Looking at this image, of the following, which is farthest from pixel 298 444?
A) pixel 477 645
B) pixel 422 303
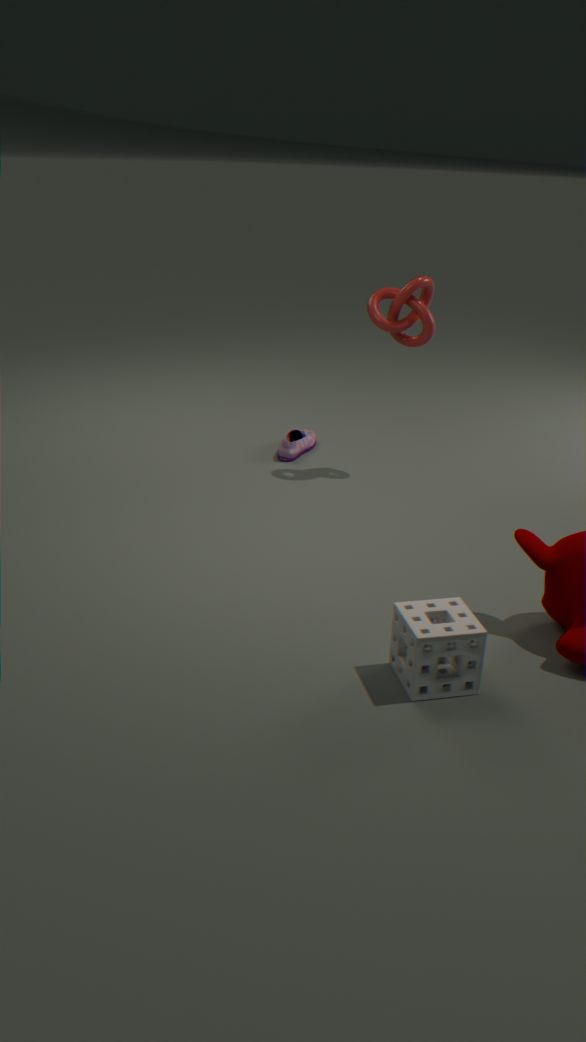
pixel 477 645
